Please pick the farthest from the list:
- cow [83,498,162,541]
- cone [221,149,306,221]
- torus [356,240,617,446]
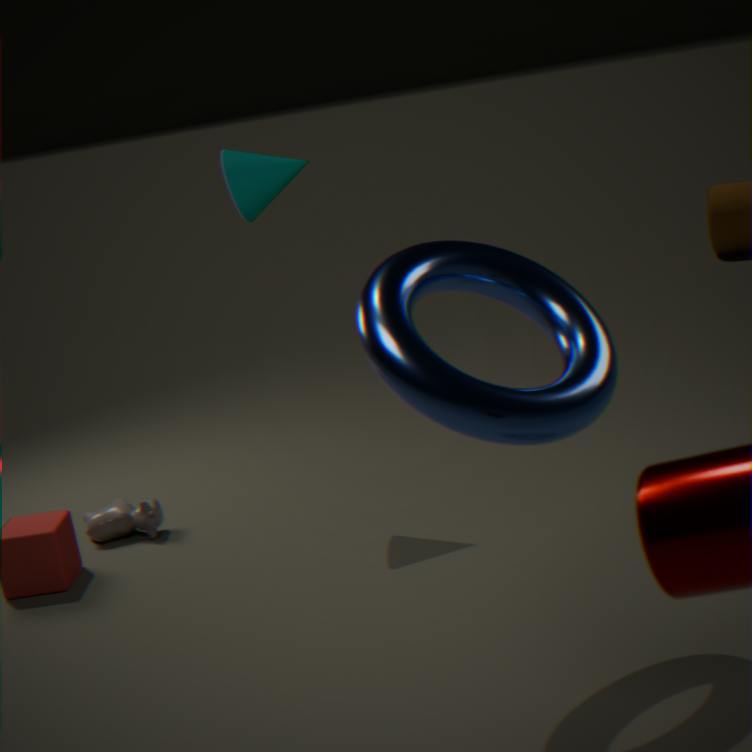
cow [83,498,162,541]
